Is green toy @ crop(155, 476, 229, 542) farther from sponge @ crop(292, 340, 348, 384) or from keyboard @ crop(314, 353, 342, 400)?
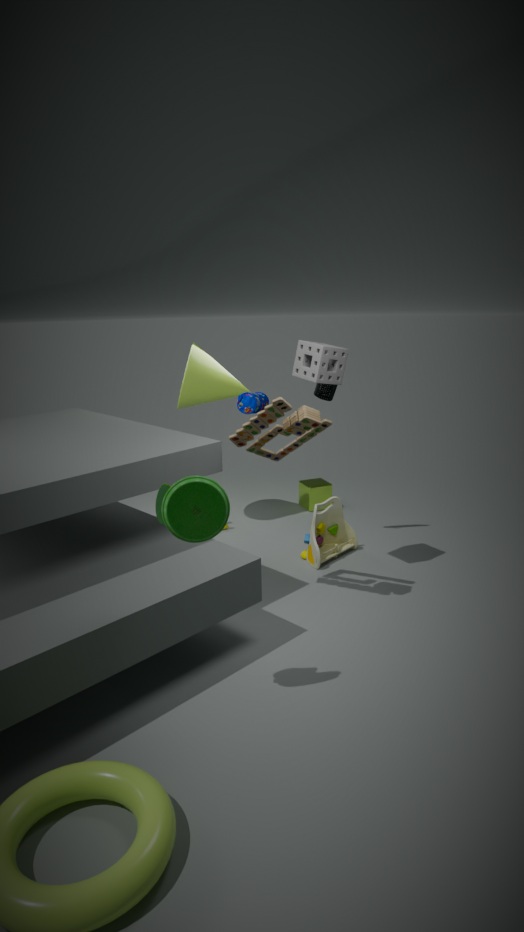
keyboard @ crop(314, 353, 342, 400)
